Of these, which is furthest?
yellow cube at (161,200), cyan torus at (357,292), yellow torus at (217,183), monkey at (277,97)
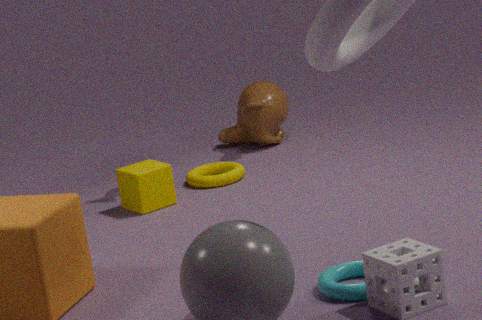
monkey at (277,97)
